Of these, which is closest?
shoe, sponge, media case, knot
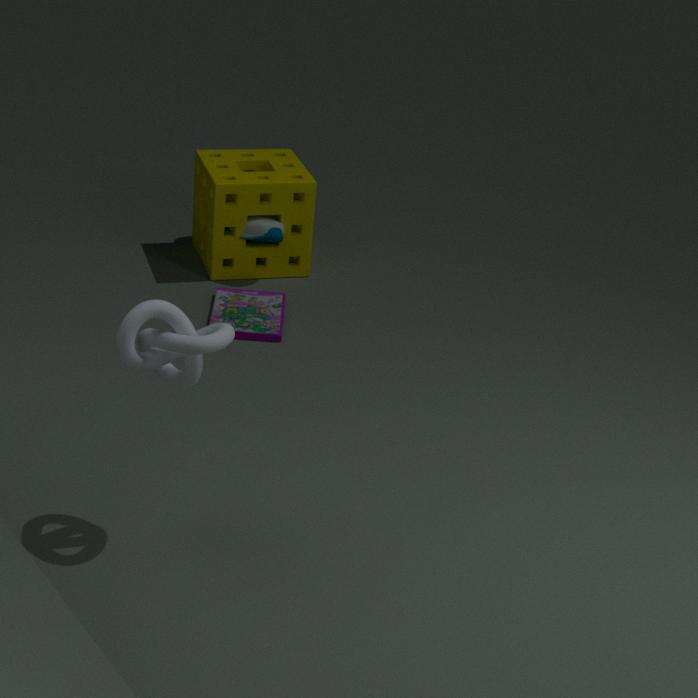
knot
